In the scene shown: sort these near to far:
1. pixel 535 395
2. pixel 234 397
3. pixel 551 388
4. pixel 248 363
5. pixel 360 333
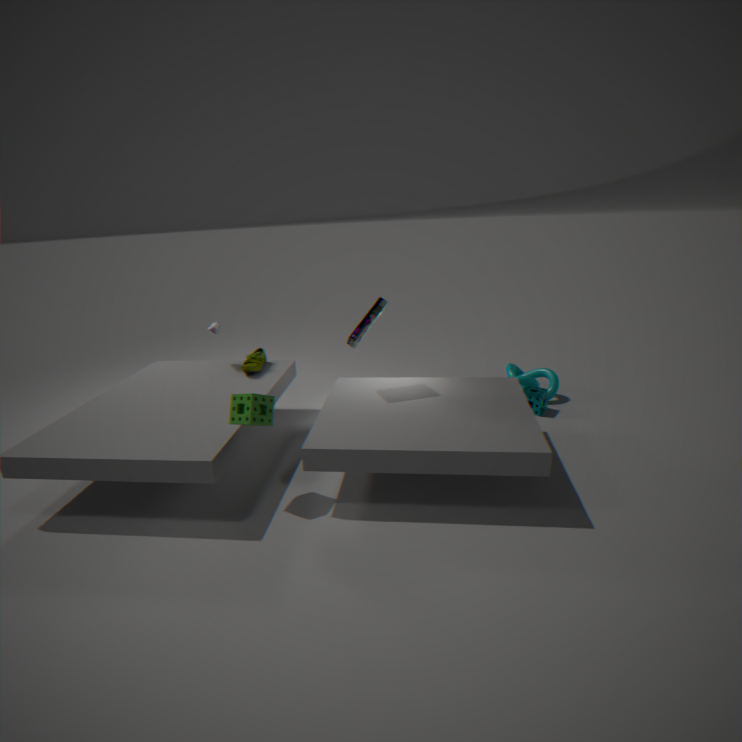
pixel 234 397 < pixel 360 333 < pixel 248 363 < pixel 535 395 < pixel 551 388
